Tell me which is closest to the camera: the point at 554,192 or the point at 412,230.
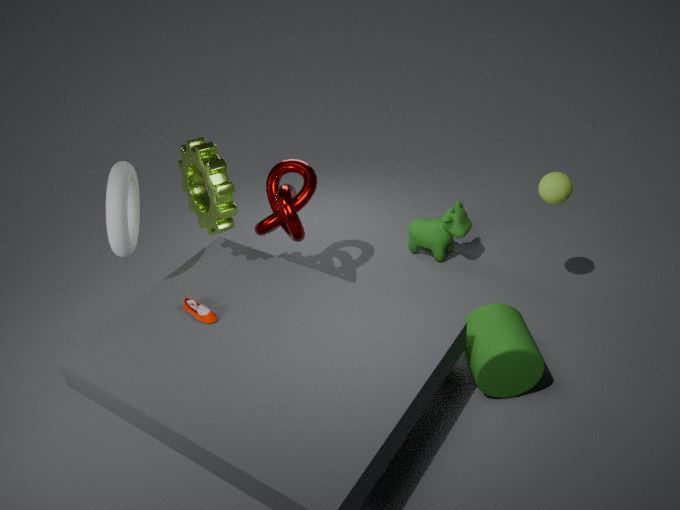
the point at 554,192
